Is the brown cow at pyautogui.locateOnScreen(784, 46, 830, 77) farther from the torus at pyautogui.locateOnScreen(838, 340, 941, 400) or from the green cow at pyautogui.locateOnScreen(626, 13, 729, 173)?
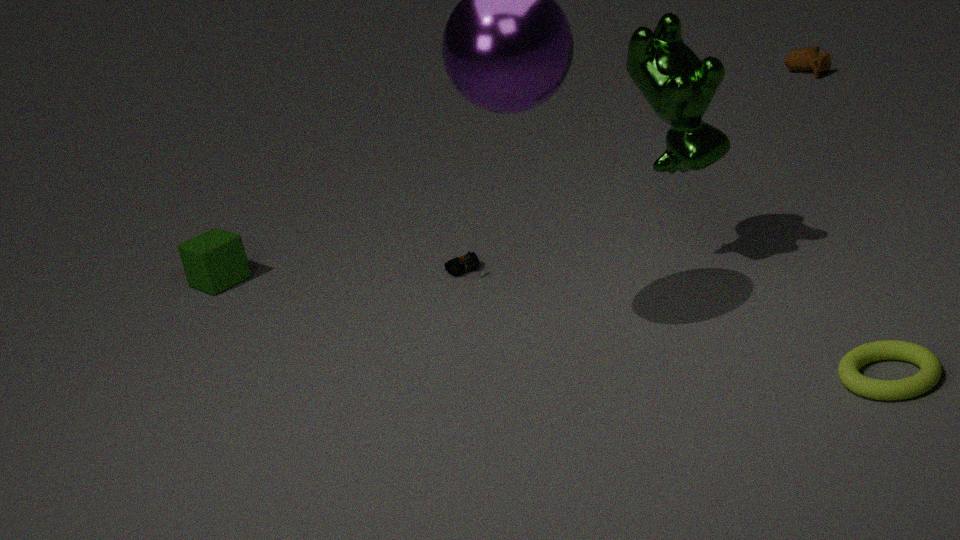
the torus at pyautogui.locateOnScreen(838, 340, 941, 400)
